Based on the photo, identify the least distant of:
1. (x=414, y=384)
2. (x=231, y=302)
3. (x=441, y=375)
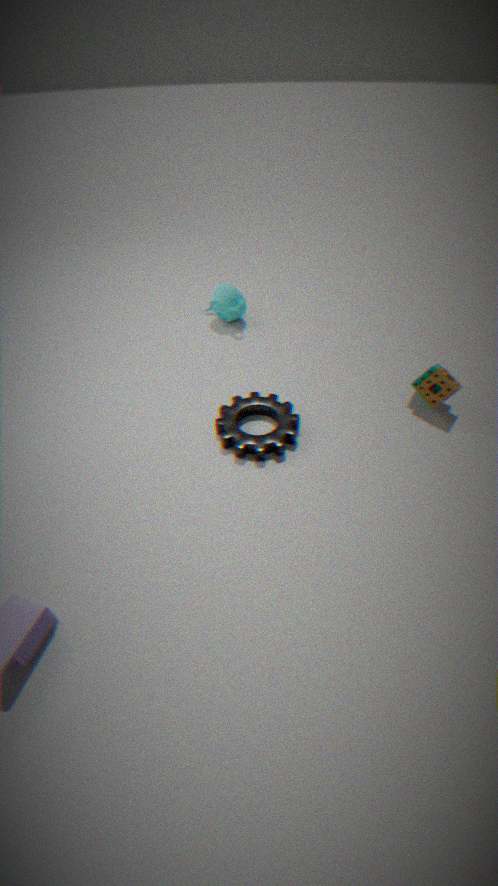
(x=441, y=375)
